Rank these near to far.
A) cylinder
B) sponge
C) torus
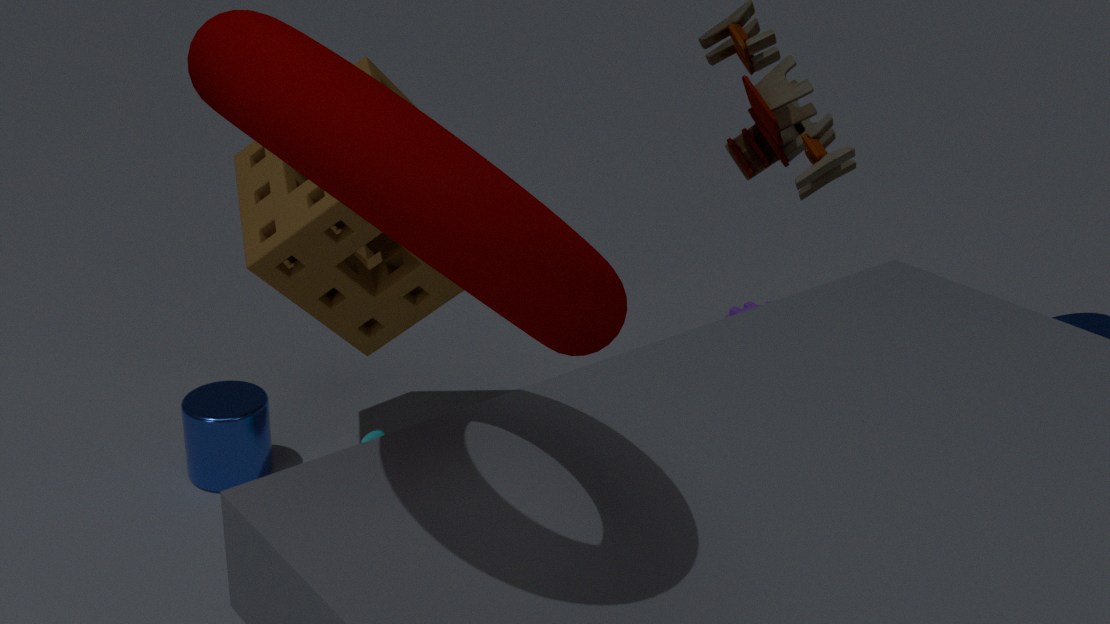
torus < sponge < cylinder
